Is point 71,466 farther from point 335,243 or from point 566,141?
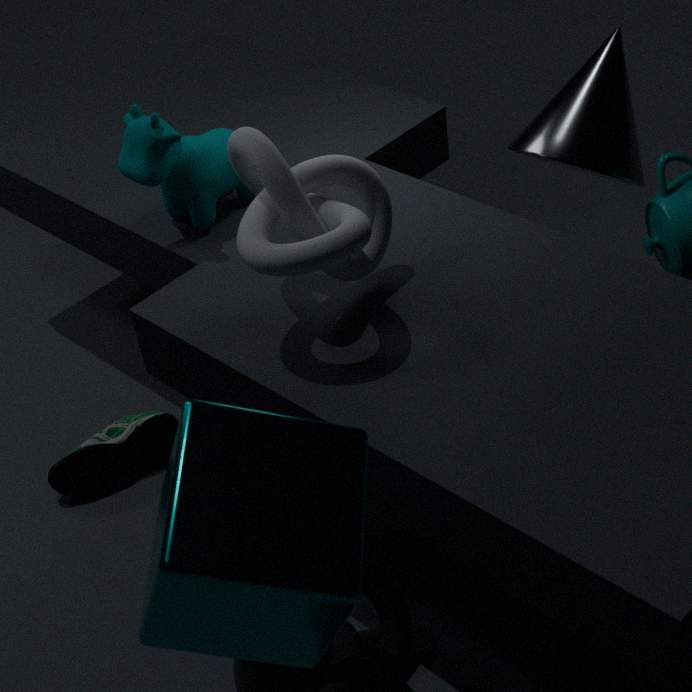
point 566,141
